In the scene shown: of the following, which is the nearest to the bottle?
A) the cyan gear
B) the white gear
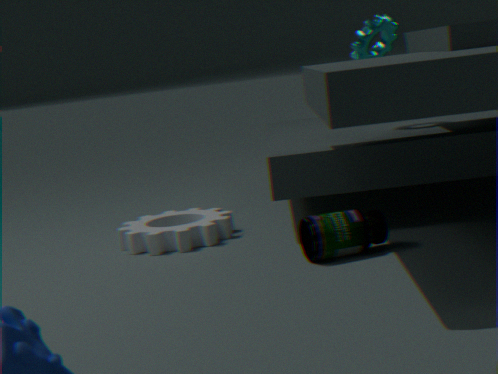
the white gear
